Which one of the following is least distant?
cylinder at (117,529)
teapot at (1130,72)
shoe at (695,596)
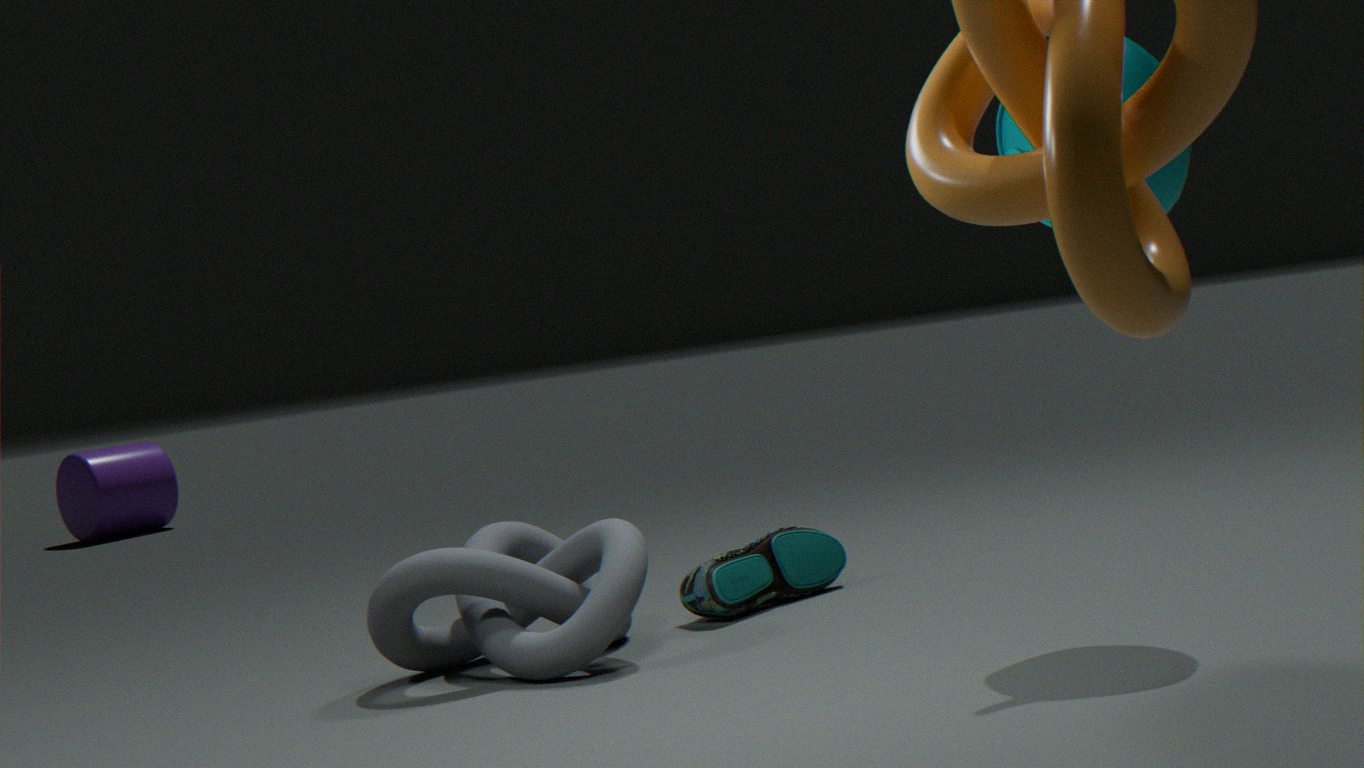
teapot at (1130,72)
